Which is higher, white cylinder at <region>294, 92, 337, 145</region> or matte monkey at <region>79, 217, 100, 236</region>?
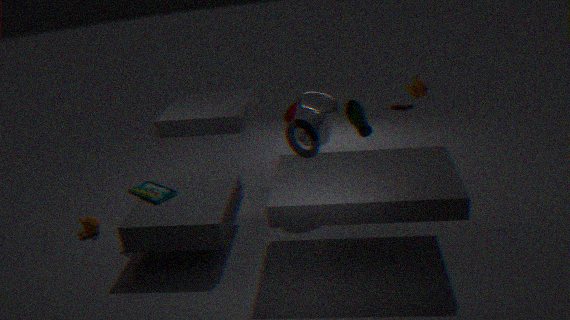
white cylinder at <region>294, 92, 337, 145</region>
